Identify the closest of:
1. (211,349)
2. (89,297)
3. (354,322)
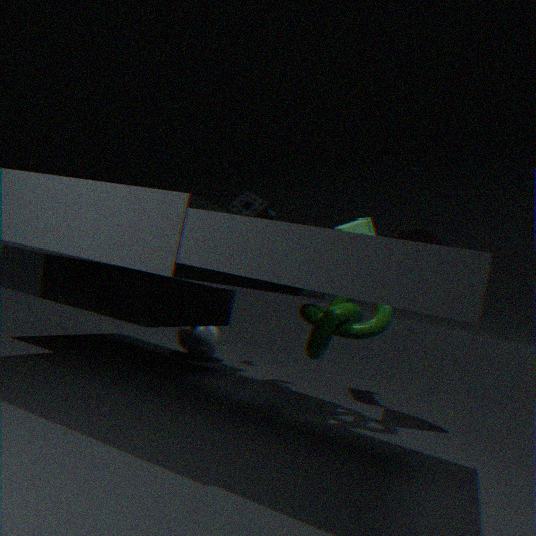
(89,297)
